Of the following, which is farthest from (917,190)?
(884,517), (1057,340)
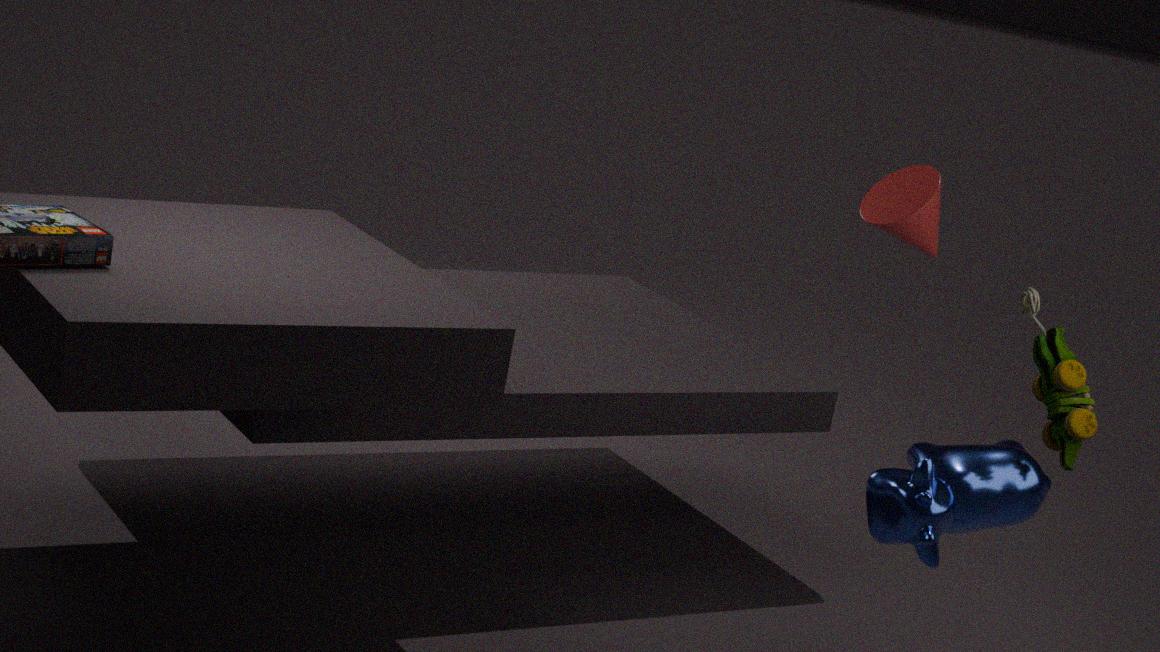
(884,517)
